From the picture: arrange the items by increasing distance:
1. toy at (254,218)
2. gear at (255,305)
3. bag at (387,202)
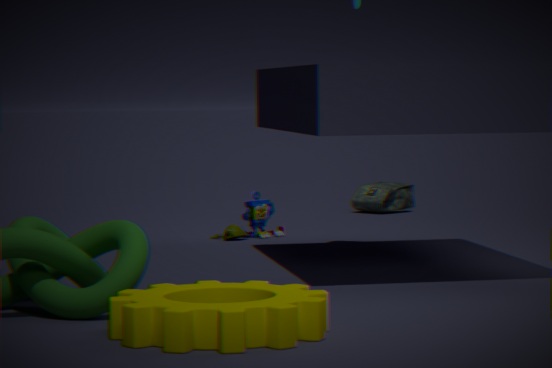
gear at (255,305)
toy at (254,218)
bag at (387,202)
